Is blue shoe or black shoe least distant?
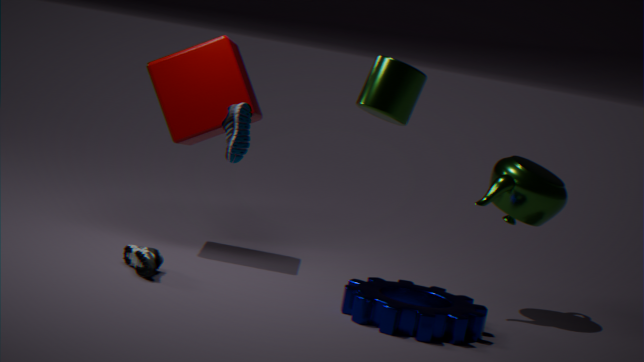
blue shoe
